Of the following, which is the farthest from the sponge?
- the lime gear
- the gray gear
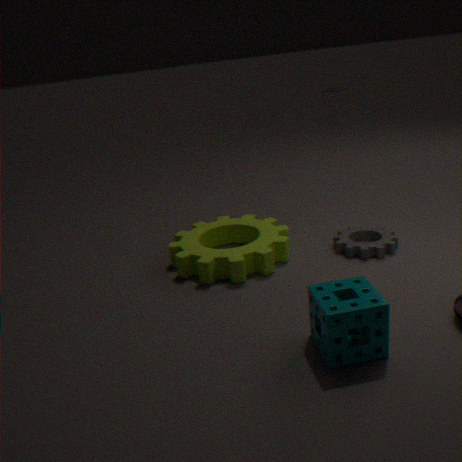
the gray gear
